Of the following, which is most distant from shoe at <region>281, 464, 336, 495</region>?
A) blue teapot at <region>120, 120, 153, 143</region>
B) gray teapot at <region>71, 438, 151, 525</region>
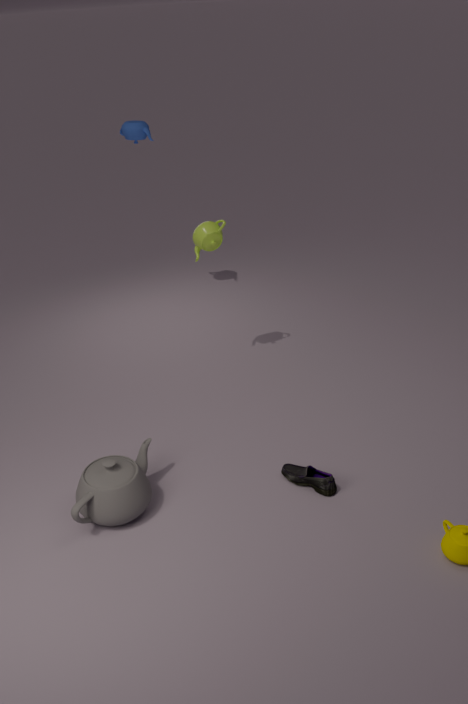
blue teapot at <region>120, 120, 153, 143</region>
